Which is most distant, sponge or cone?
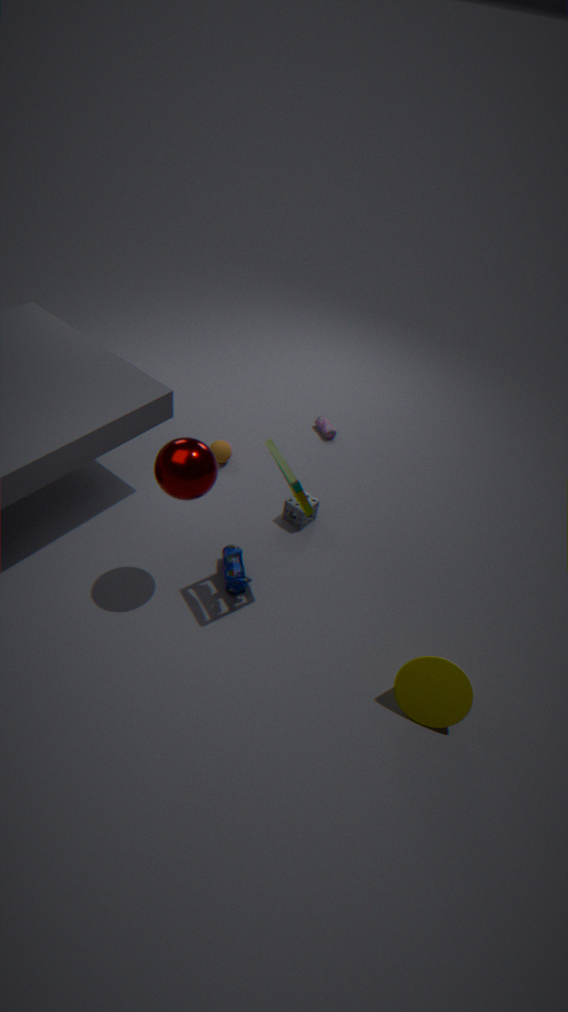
sponge
